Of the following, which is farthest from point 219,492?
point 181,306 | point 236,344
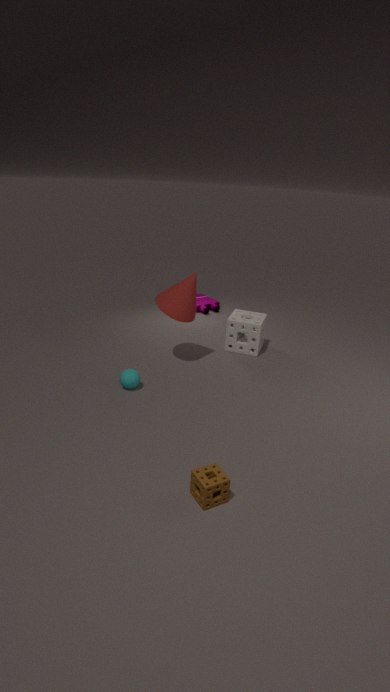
point 236,344
